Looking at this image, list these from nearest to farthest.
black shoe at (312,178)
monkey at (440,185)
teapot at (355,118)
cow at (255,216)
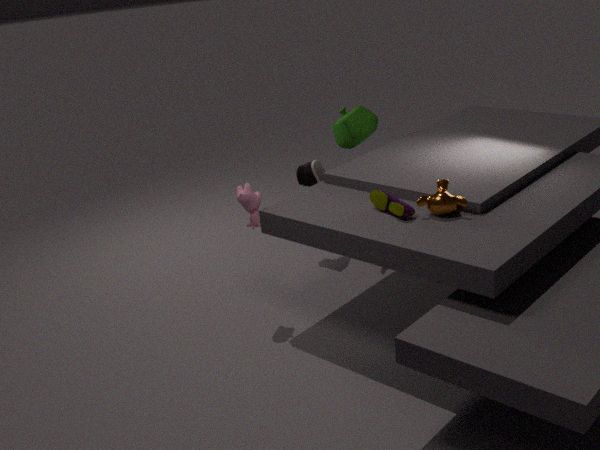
monkey at (440,185) < cow at (255,216) < black shoe at (312,178) < teapot at (355,118)
